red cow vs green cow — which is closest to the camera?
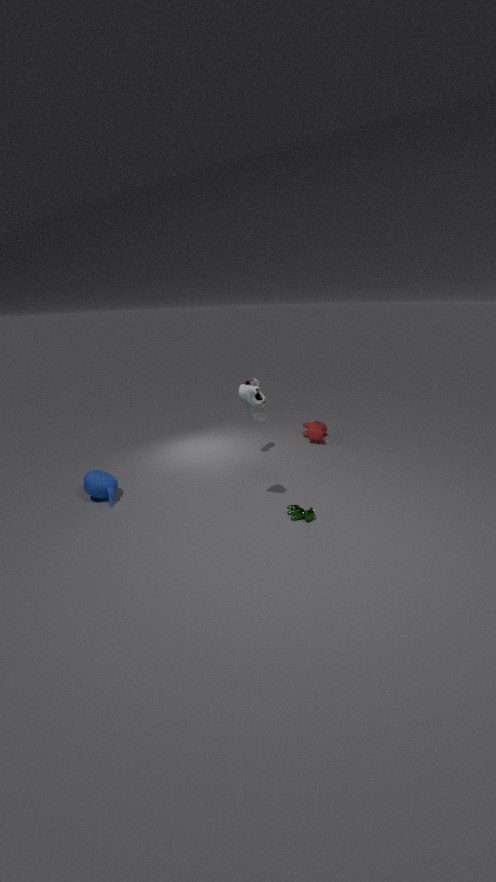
green cow
